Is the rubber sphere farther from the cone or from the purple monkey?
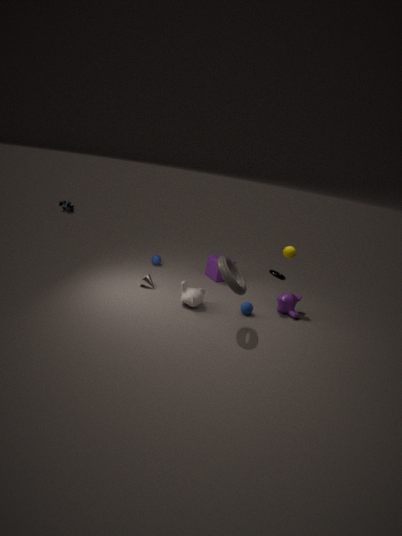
the cone
